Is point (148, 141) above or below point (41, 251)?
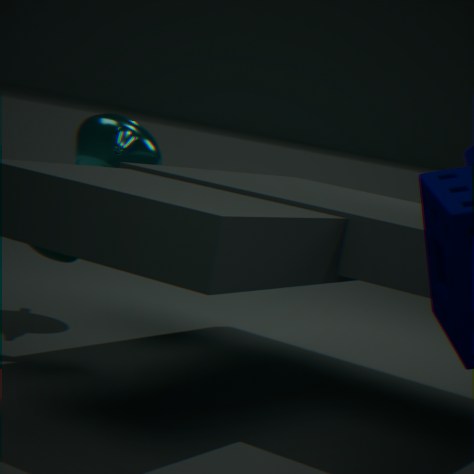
above
